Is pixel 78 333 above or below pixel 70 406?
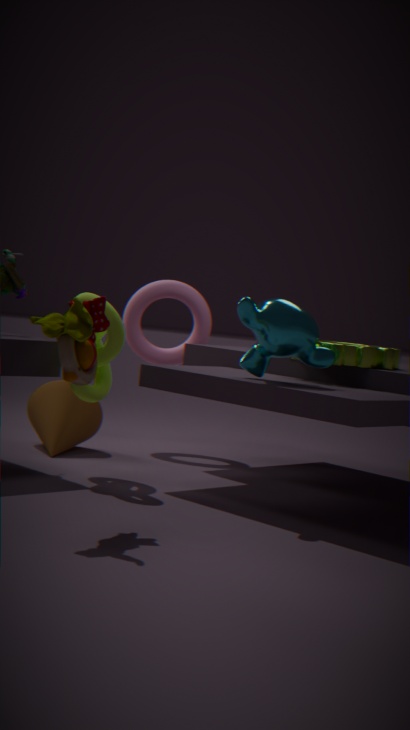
above
